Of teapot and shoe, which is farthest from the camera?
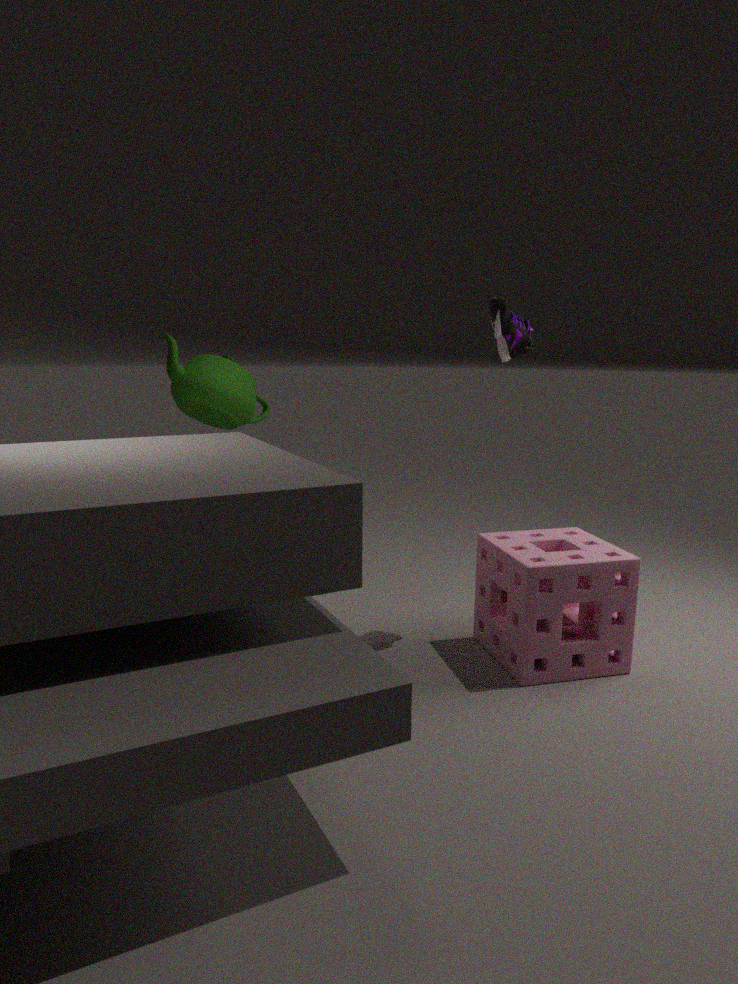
teapot
